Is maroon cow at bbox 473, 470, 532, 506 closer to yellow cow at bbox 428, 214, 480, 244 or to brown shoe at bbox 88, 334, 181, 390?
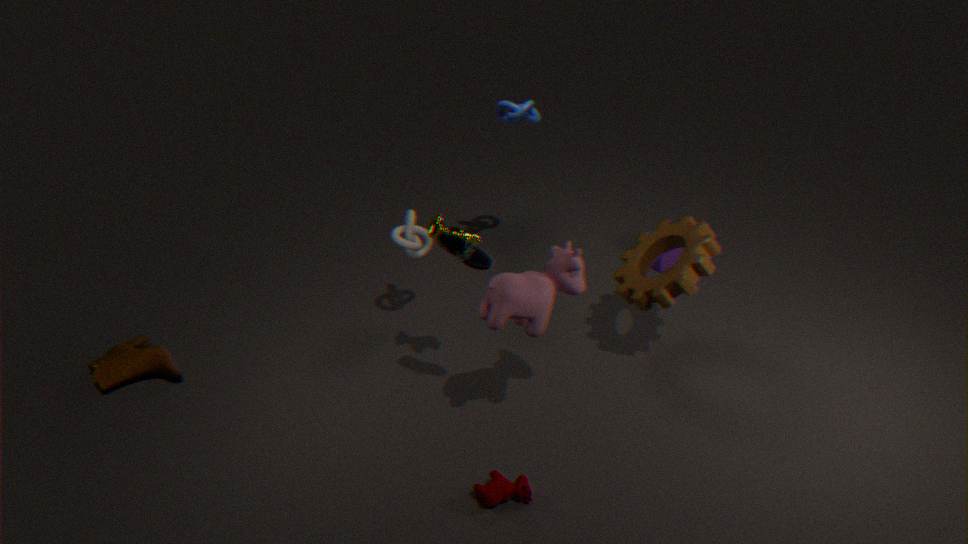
yellow cow at bbox 428, 214, 480, 244
